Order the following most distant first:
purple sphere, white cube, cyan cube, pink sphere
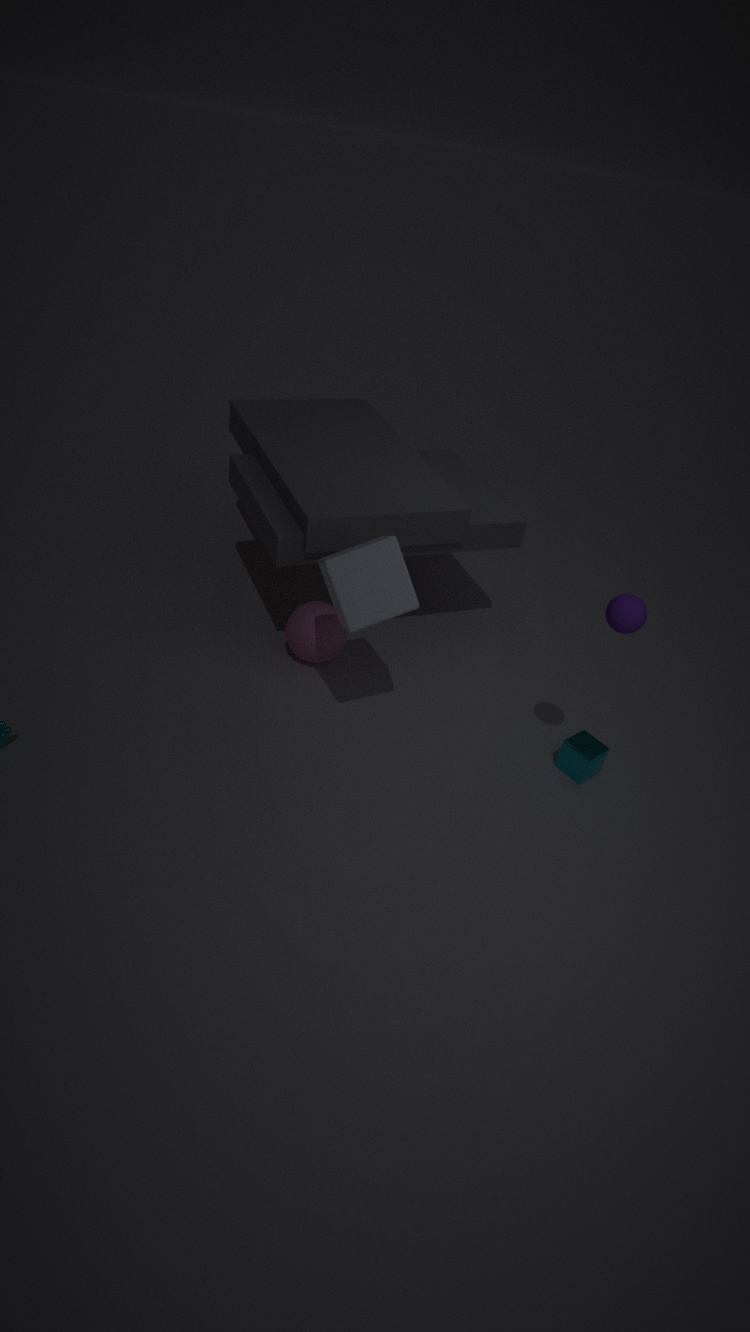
pink sphere < cyan cube < white cube < purple sphere
